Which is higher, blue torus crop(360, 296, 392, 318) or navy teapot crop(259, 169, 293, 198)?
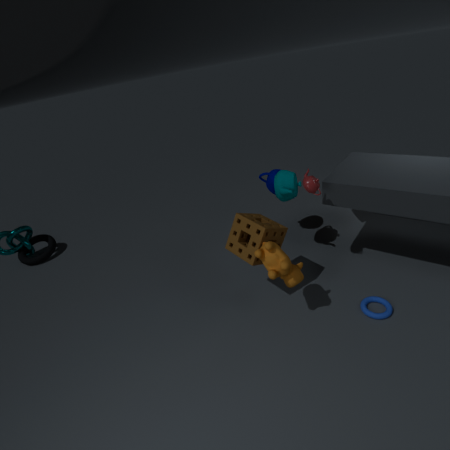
navy teapot crop(259, 169, 293, 198)
